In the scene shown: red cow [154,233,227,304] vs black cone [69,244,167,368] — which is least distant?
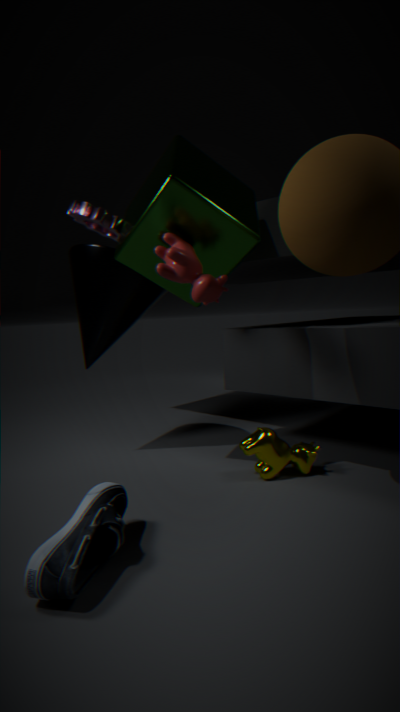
red cow [154,233,227,304]
